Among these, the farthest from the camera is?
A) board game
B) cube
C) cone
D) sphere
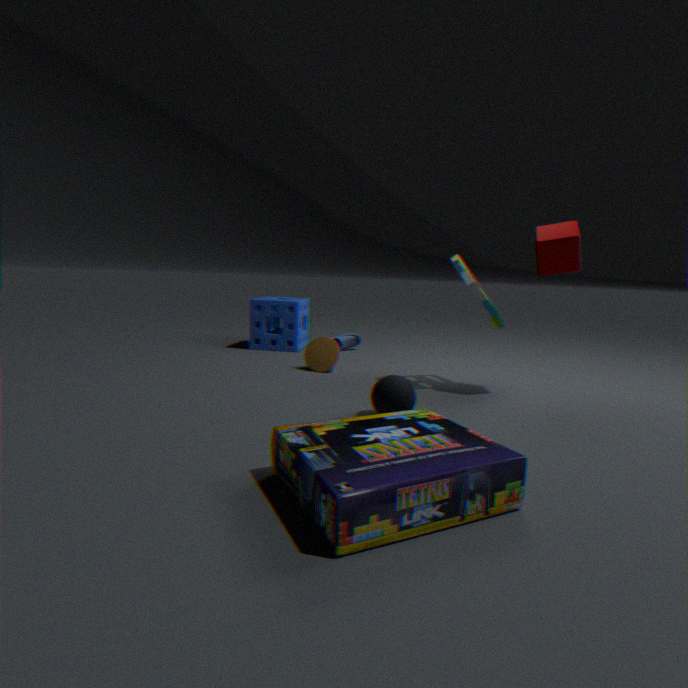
cone
